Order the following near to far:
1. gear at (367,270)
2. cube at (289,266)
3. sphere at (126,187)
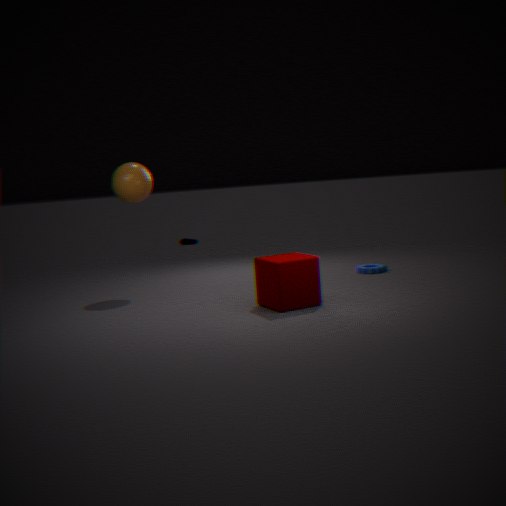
cube at (289,266)
sphere at (126,187)
gear at (367,270)
